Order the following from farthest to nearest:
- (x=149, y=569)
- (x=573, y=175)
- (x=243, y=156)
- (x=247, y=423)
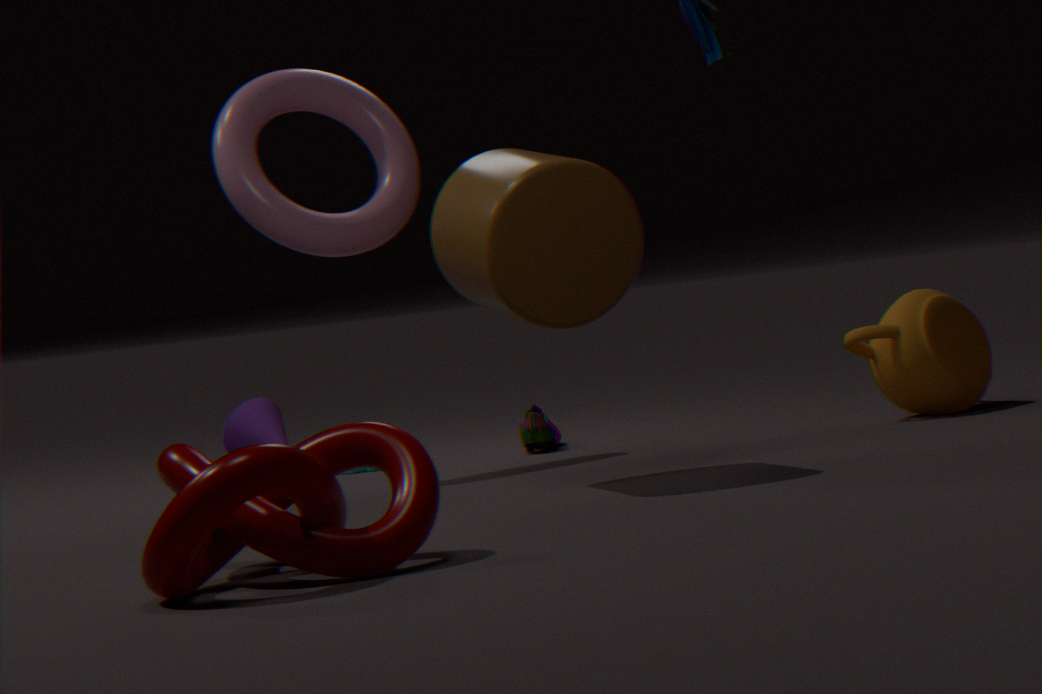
(x=247, y=423) → (x=243, y=156) → (x=573, y=175) → (x=149, y=569)
